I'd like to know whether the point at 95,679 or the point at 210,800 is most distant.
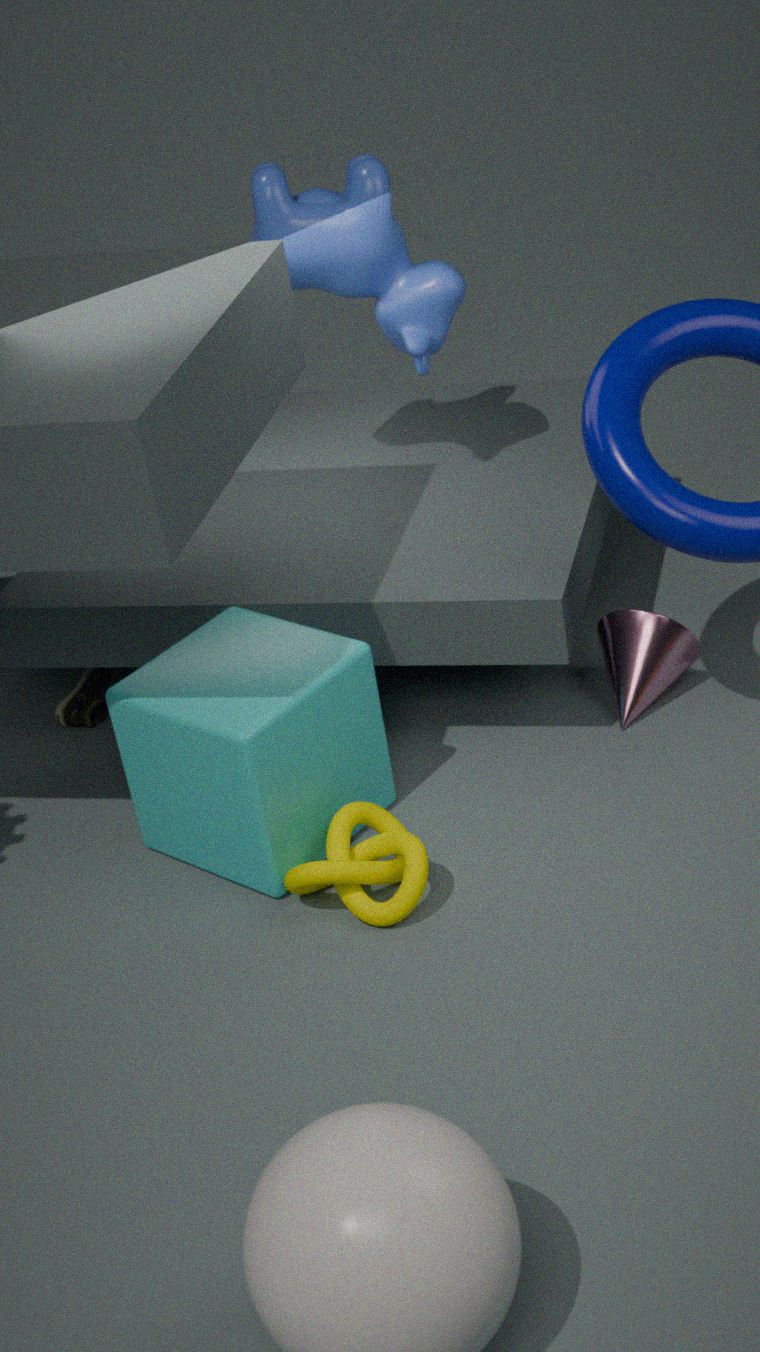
the point at 95,679
